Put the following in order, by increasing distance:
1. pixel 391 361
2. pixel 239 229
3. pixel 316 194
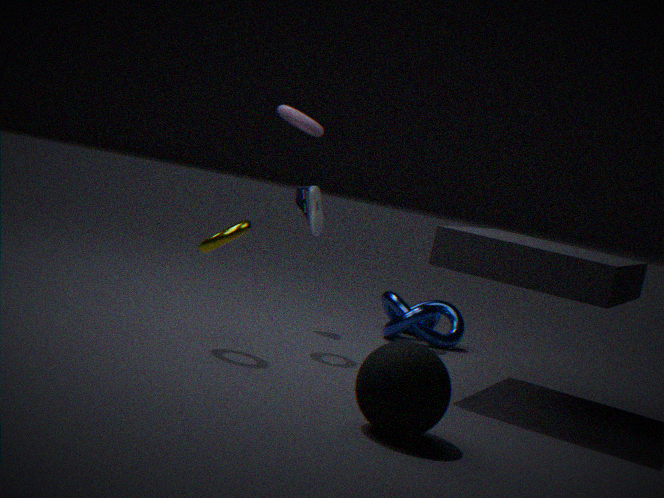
pixel 391 361 < pixel 239 229 < pixel 316 194
